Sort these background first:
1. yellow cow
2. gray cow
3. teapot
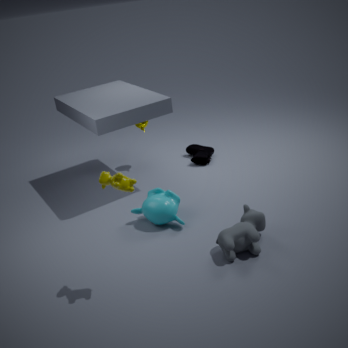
teapot < gray cow < yellow cow
